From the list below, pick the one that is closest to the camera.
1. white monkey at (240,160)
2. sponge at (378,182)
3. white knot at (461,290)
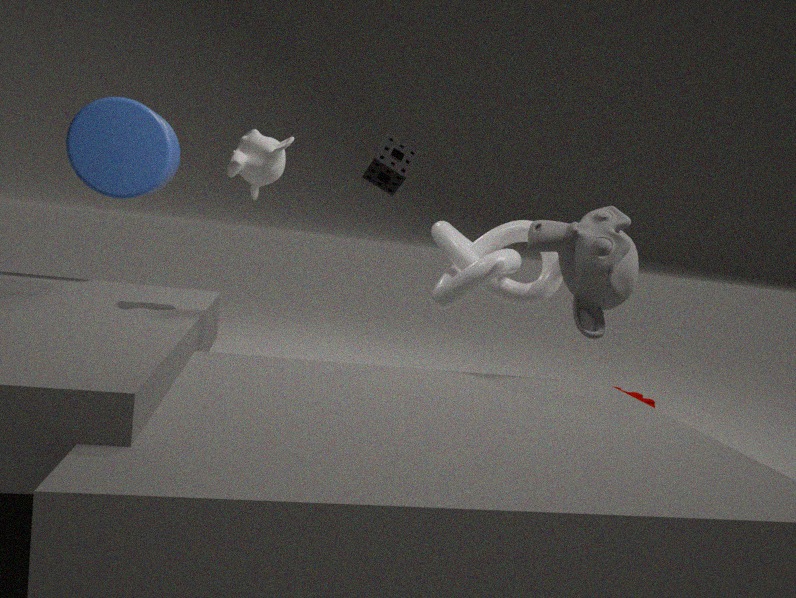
white monkey at (240,160)
